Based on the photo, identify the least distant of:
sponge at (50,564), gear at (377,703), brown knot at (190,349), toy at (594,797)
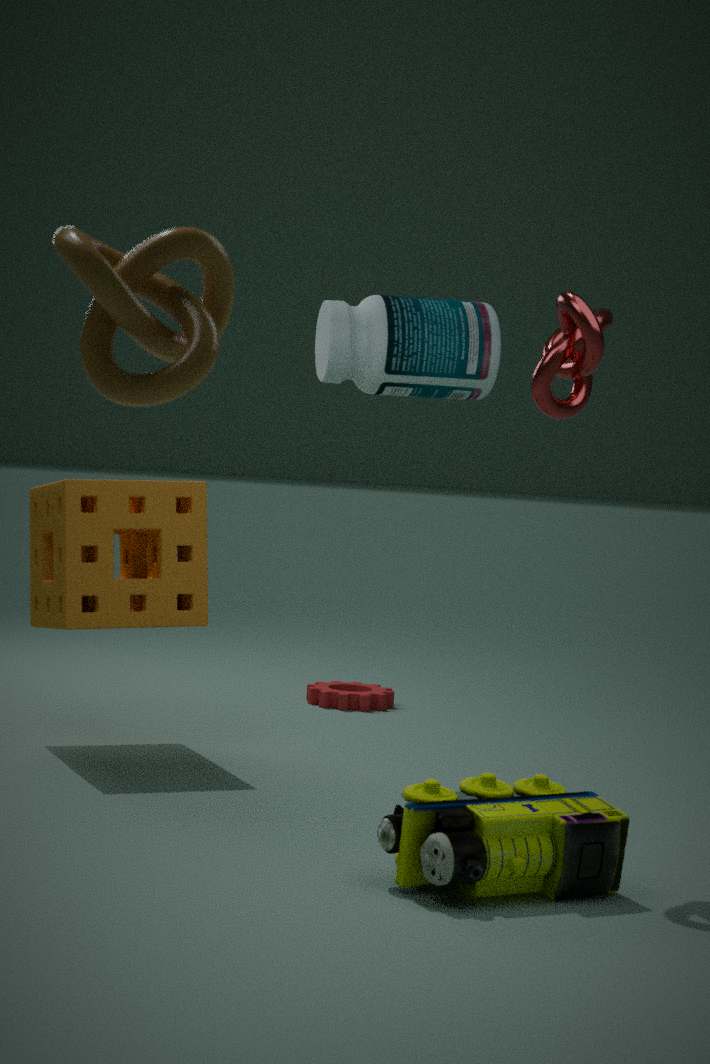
brown knot at (190,349)
